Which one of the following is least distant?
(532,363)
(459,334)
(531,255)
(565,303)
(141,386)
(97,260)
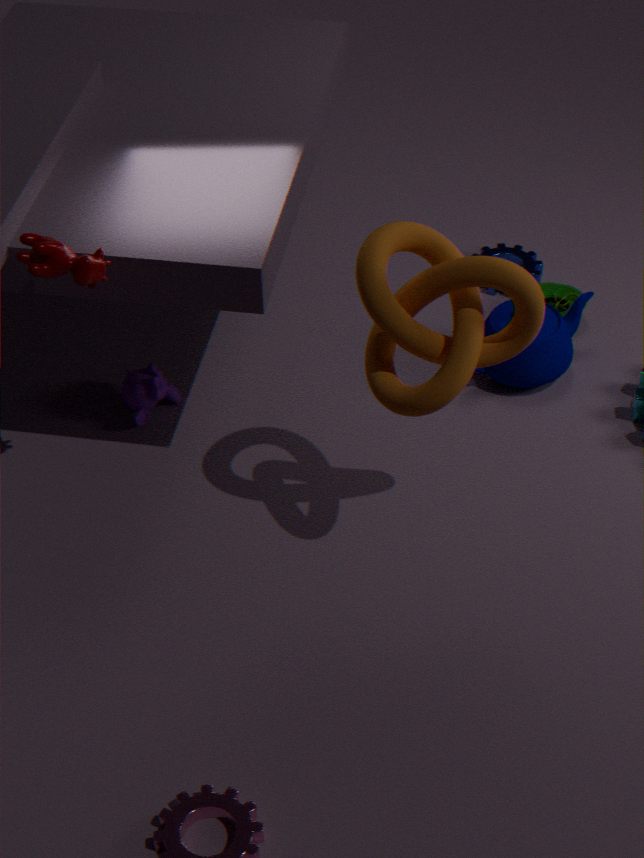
(459,334)
